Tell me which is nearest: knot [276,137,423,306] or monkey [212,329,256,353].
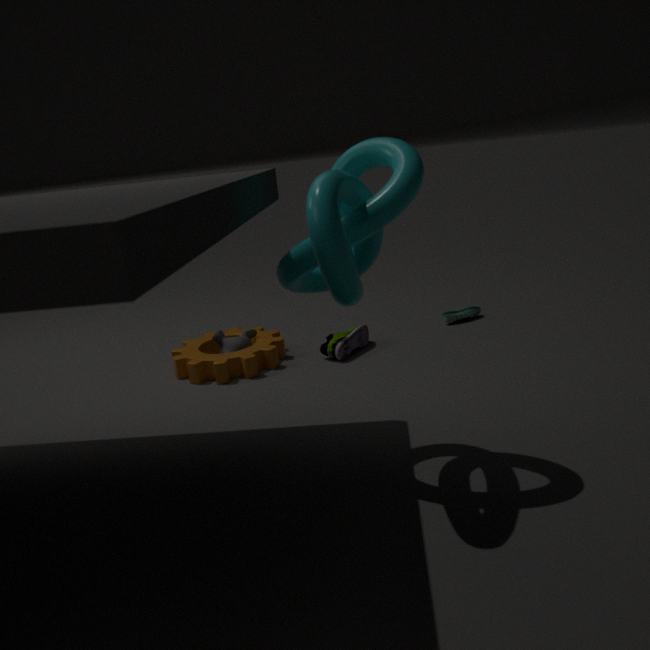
knot [276,137,423,306]
